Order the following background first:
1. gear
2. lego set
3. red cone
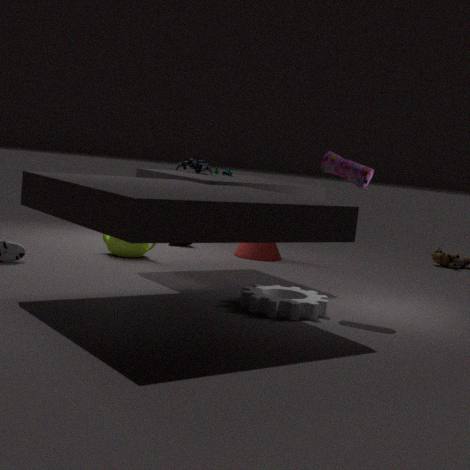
red cone, lego set, gear
